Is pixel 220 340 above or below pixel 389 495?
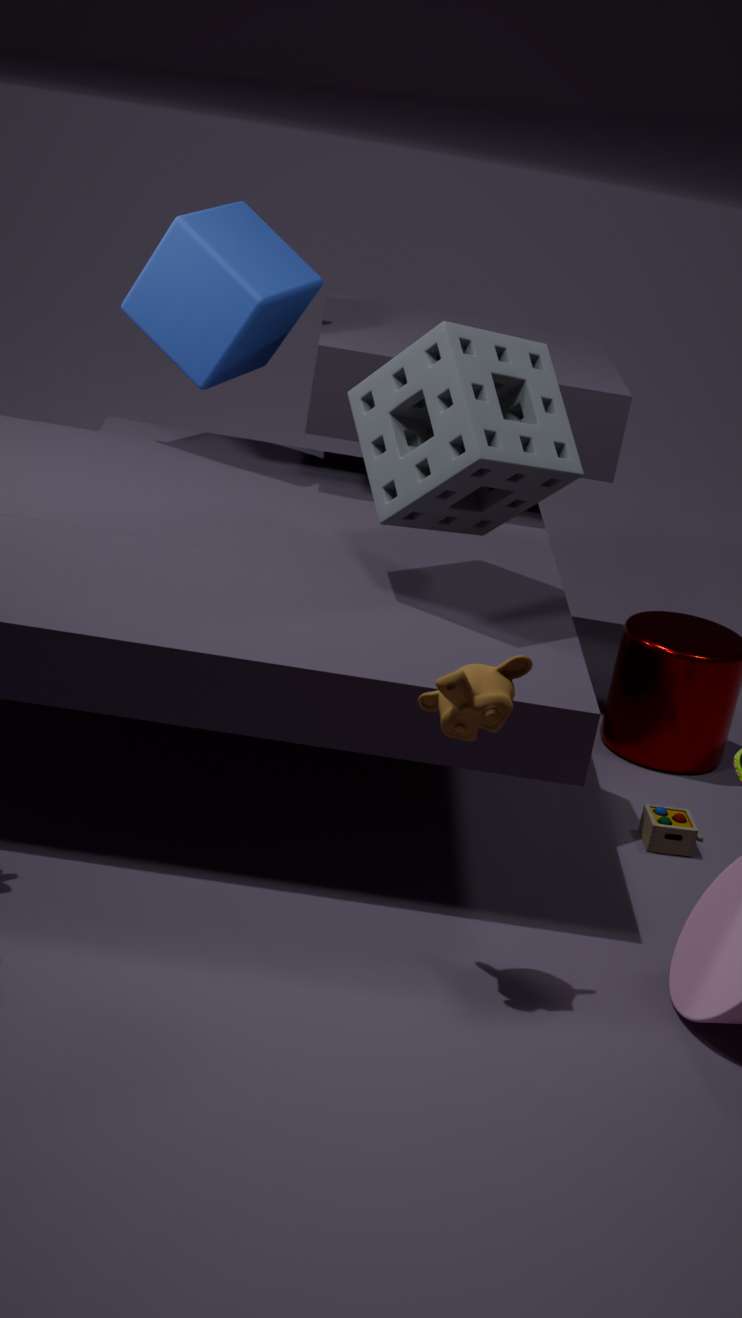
above
